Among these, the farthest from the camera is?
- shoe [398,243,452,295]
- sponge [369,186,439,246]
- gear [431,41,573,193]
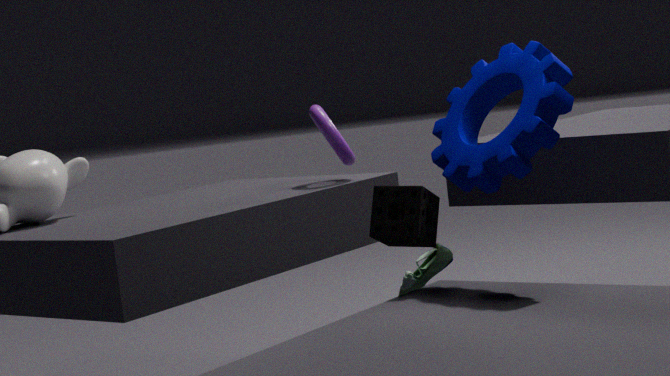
shoe [398,243,452,295]
